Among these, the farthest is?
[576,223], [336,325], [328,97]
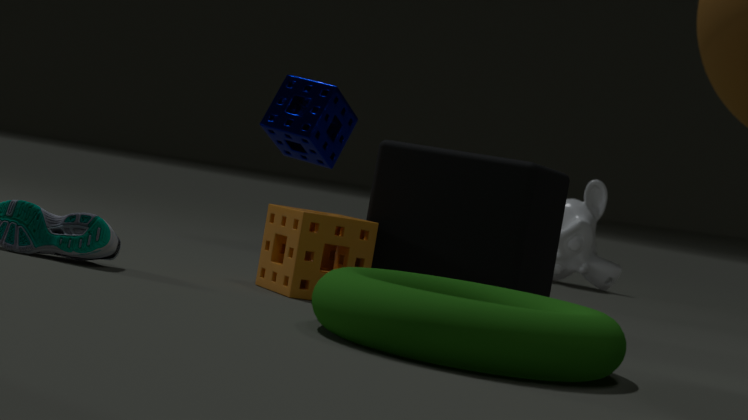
[576,223]
